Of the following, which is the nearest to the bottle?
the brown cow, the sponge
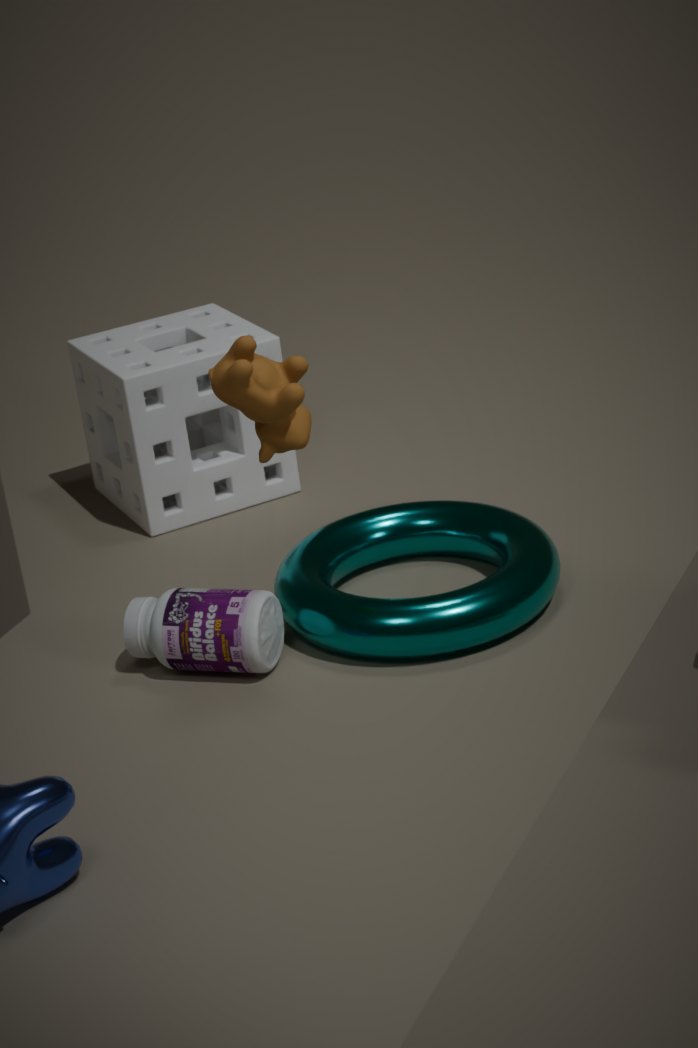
the brown cow
